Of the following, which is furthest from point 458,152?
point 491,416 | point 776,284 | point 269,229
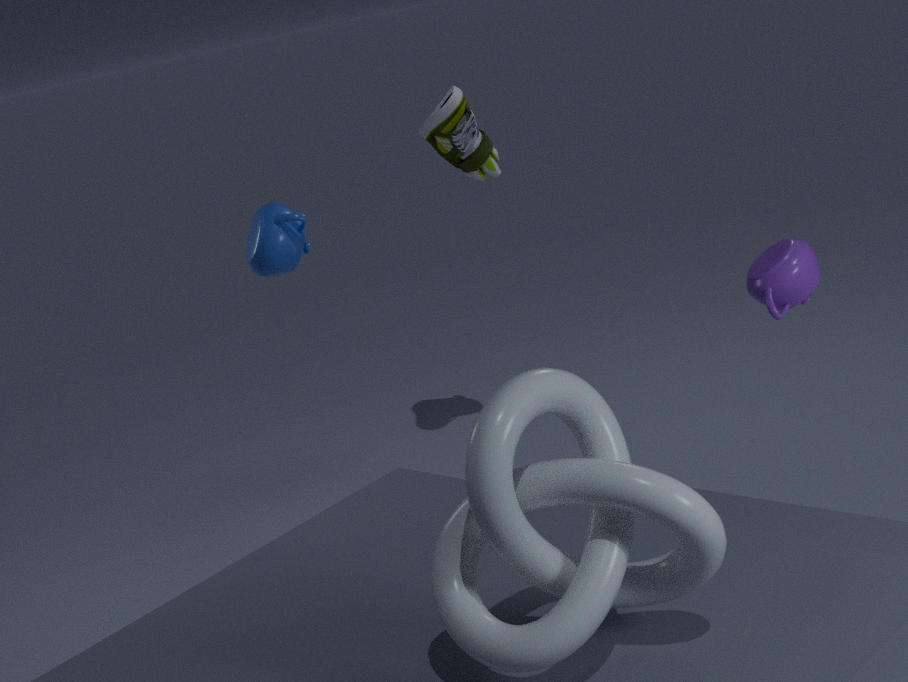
point 491,416
